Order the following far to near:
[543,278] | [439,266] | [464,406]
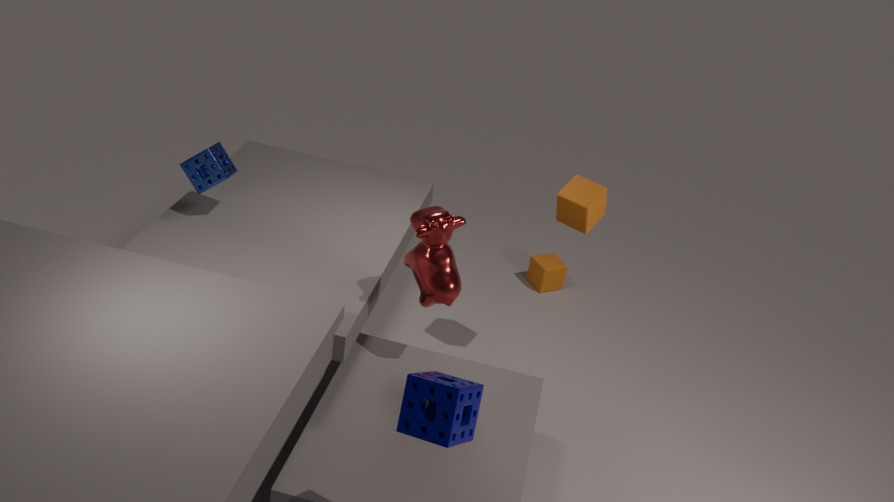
1. [543,278]
2. [439,266]
3. [464,406]
